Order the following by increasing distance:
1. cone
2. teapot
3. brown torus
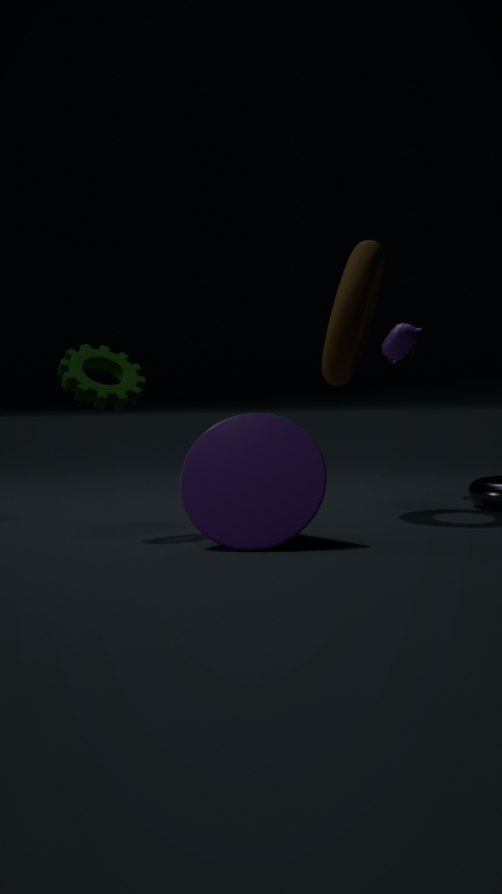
cone
brown torus
teapot
